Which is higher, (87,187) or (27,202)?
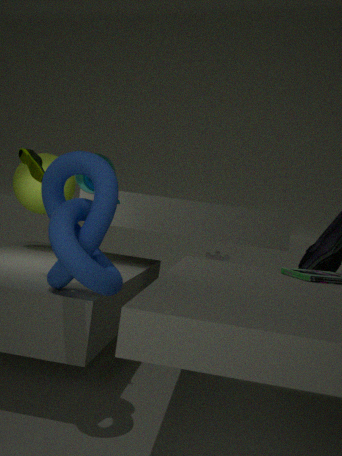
(87,187)
